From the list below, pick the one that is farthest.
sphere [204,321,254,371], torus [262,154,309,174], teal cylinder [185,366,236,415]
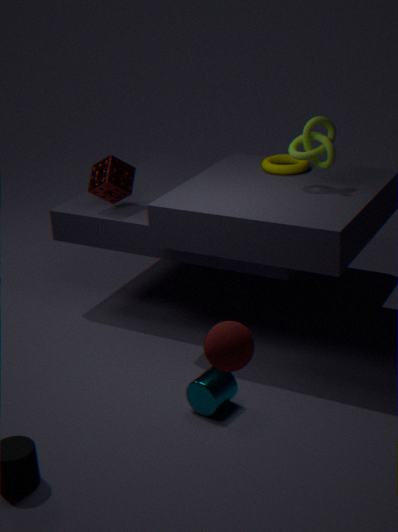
torus [262,154,309,174]
